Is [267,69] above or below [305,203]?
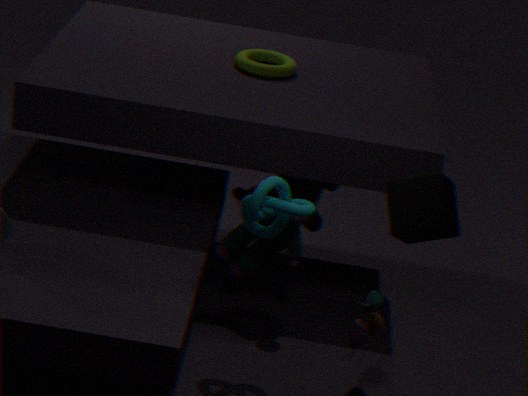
above
